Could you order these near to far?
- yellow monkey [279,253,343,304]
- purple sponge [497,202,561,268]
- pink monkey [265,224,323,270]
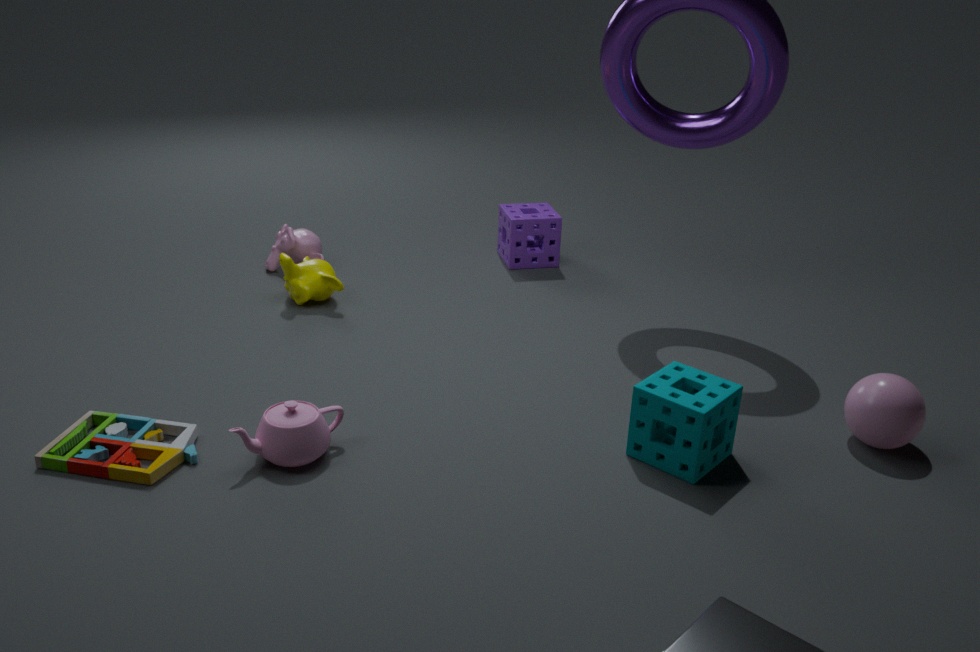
1. yellow monkey [279,253,343,304]
2. pink monkey [265,224,323,270]
3. purple sponge [497,202,561,268]
